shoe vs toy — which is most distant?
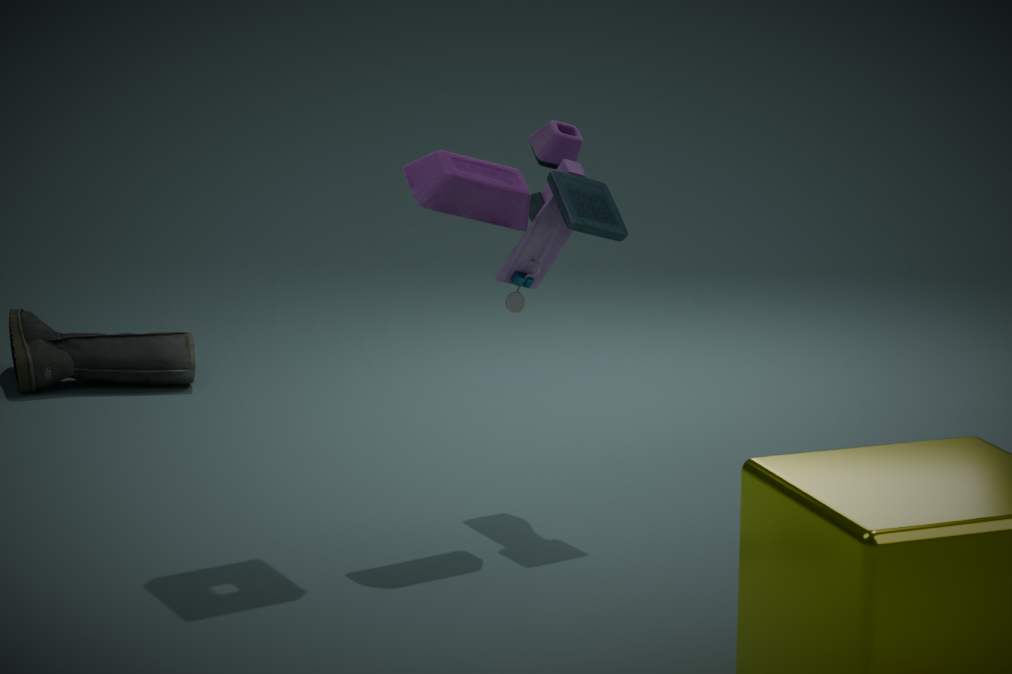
shoe
